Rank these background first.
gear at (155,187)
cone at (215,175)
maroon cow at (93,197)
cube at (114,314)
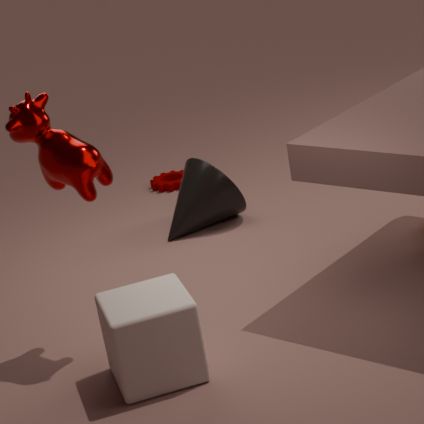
gear at (155,187) < cone at (215,175) < maroon cow at (93,197) < cube at (114,314)
